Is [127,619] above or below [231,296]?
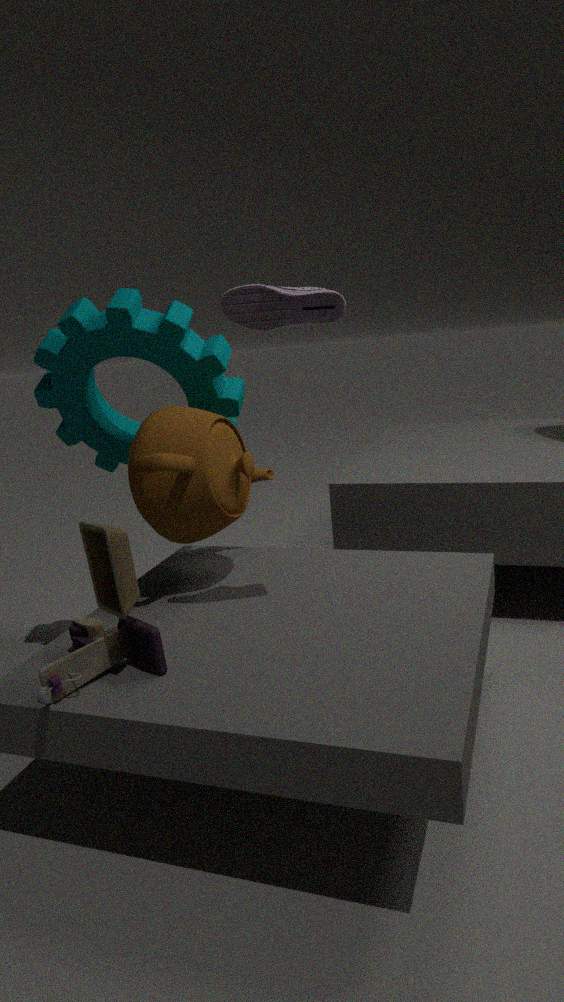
below
